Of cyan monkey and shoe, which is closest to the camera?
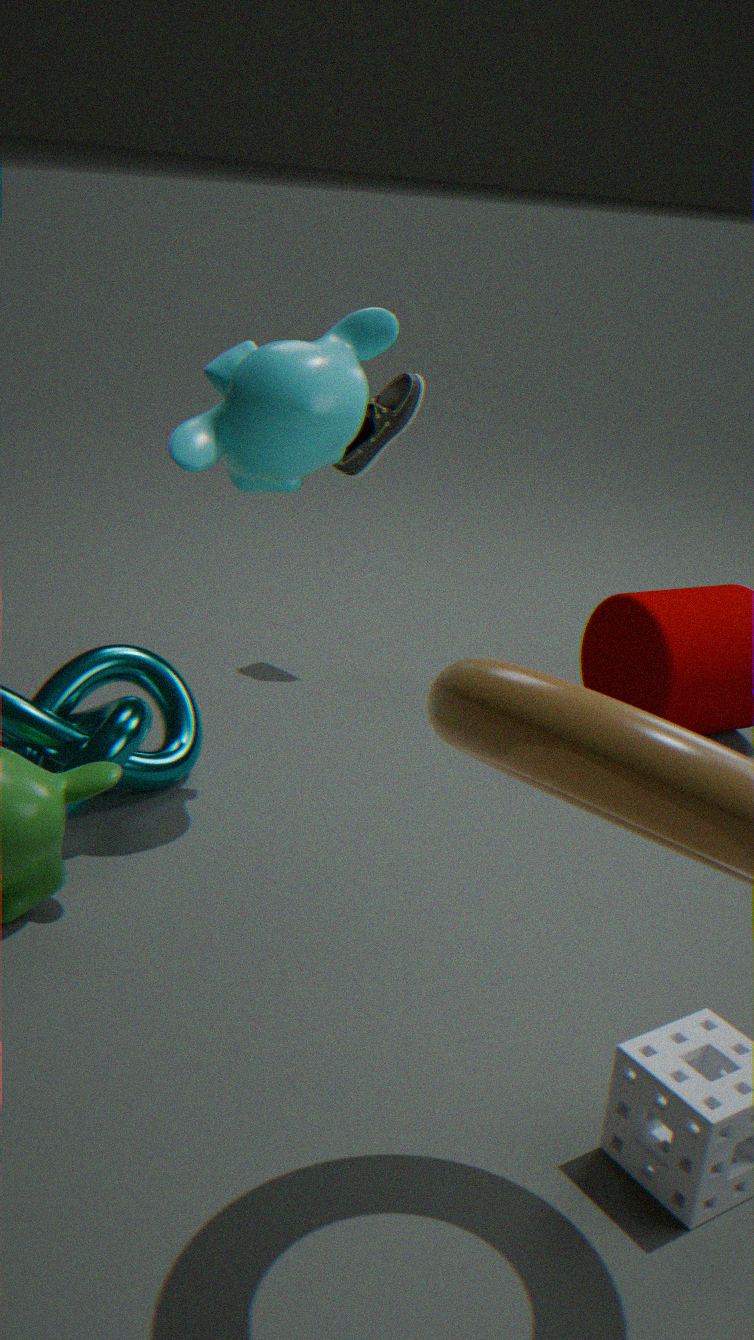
cyan monkey
